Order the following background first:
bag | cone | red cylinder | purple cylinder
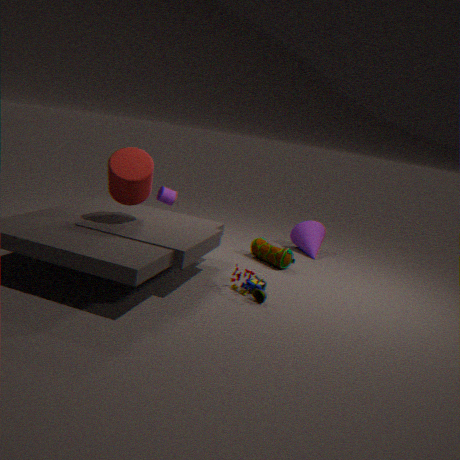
purple cylinder, cone, bag, red cylinder
